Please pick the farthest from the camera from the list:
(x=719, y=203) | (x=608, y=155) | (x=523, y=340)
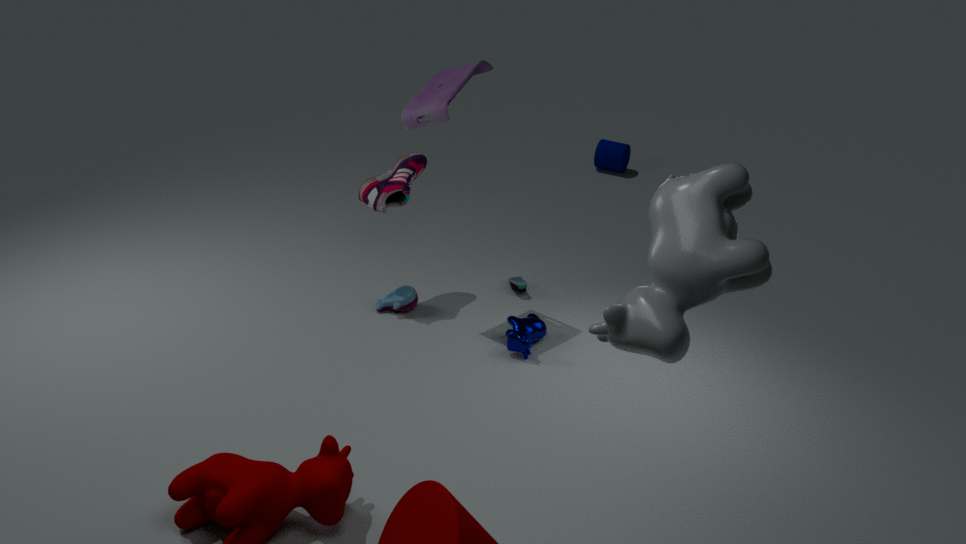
(x=608, y=155)
